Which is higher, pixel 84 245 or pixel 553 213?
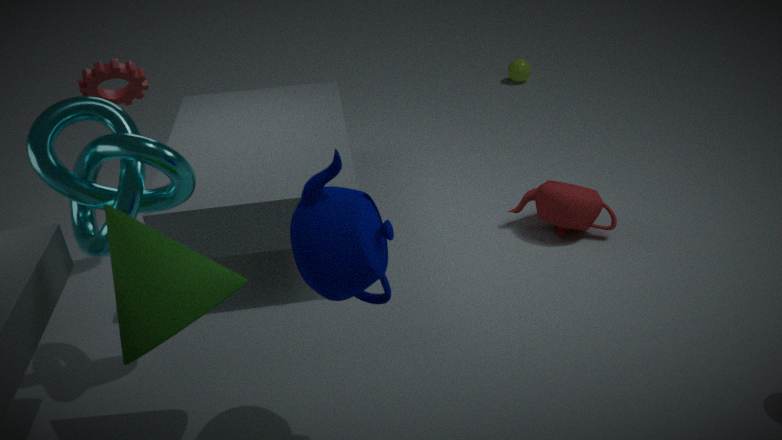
pixel 84 245
